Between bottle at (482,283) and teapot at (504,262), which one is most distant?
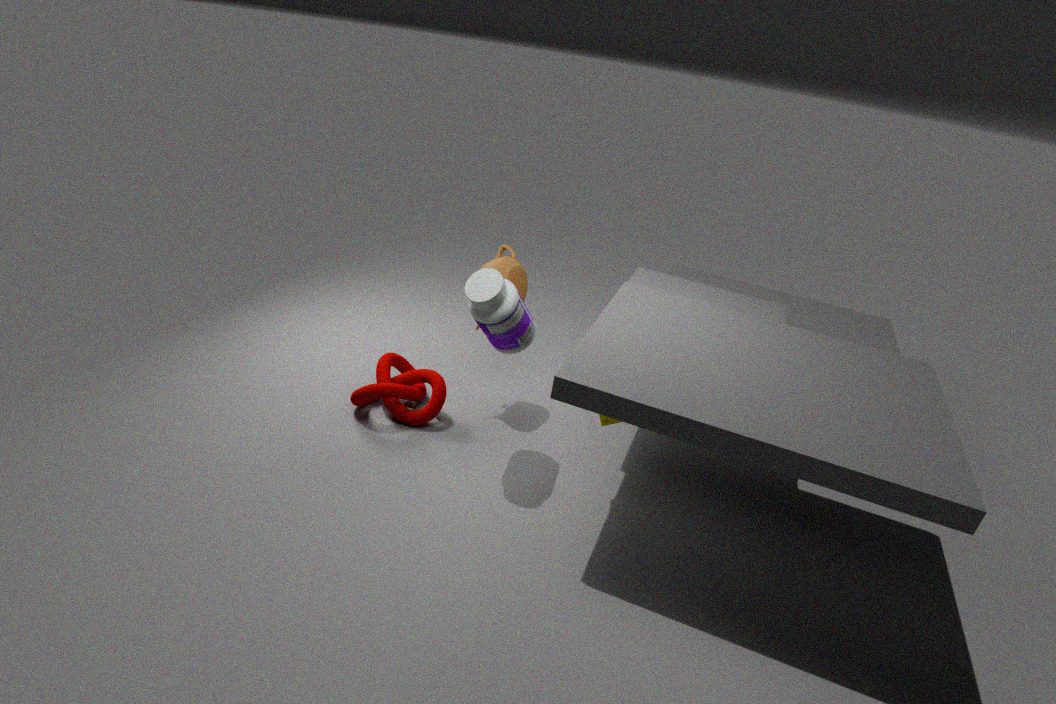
teapot at (504,262)
